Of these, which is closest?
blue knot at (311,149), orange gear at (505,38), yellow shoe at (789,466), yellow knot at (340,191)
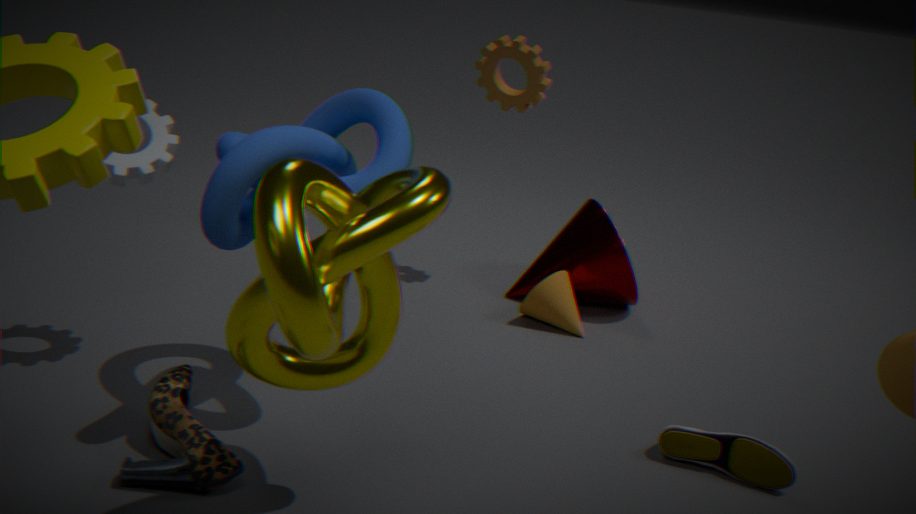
yellow knot at (340,191)
